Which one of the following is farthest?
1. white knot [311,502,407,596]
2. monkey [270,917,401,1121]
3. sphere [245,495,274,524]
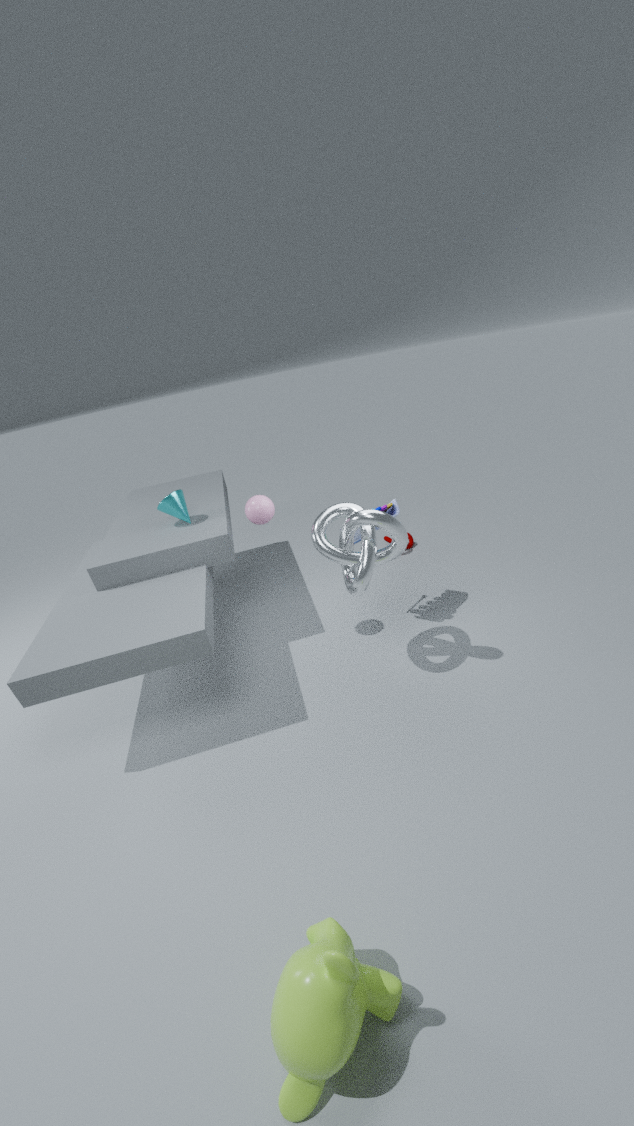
sphere [245,495,274,524]
